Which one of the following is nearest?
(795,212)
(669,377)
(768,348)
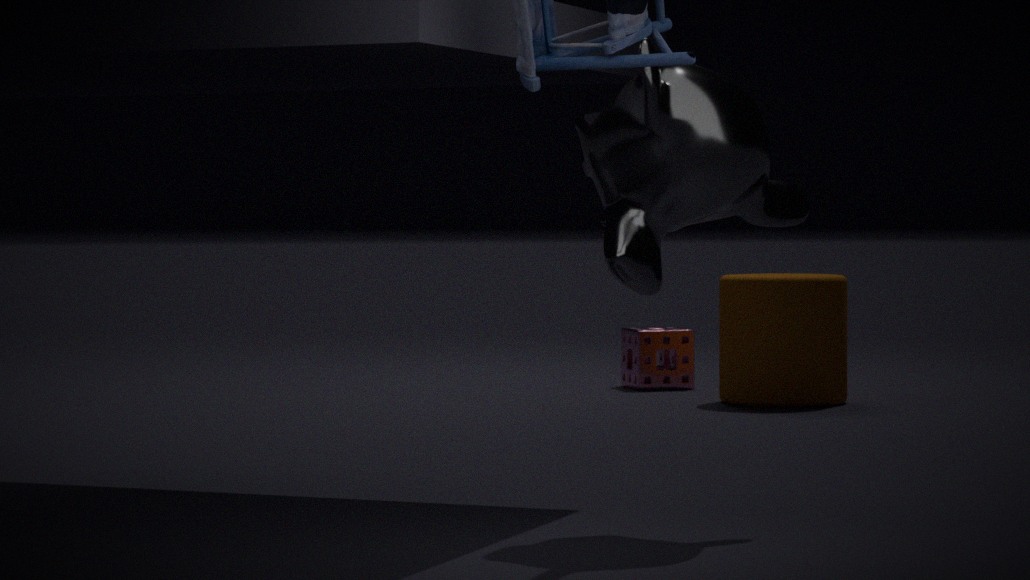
(795,212)
